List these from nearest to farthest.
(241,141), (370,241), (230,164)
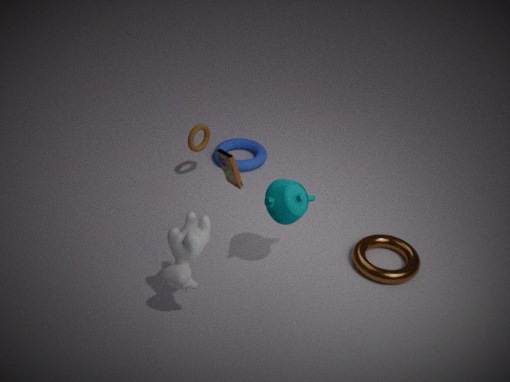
(230,164)
(370,241)
(241,141)
